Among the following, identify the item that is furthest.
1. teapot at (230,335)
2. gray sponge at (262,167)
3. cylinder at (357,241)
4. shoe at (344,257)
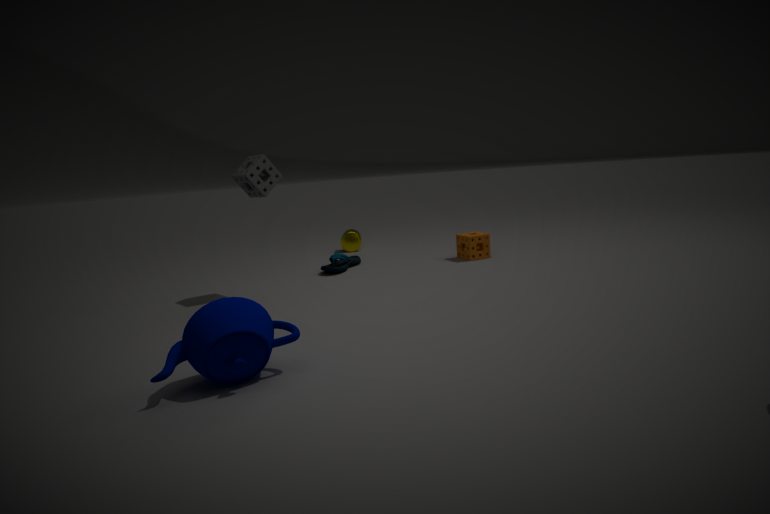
cylinder at (357,241)
